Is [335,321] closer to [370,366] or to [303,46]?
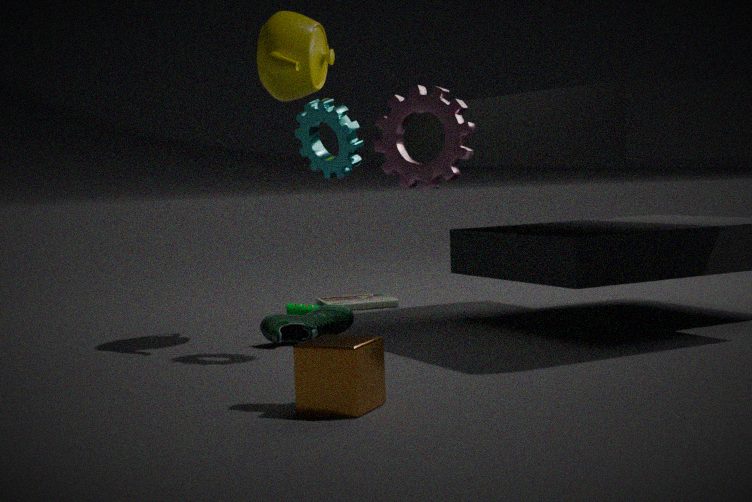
[303,46]
